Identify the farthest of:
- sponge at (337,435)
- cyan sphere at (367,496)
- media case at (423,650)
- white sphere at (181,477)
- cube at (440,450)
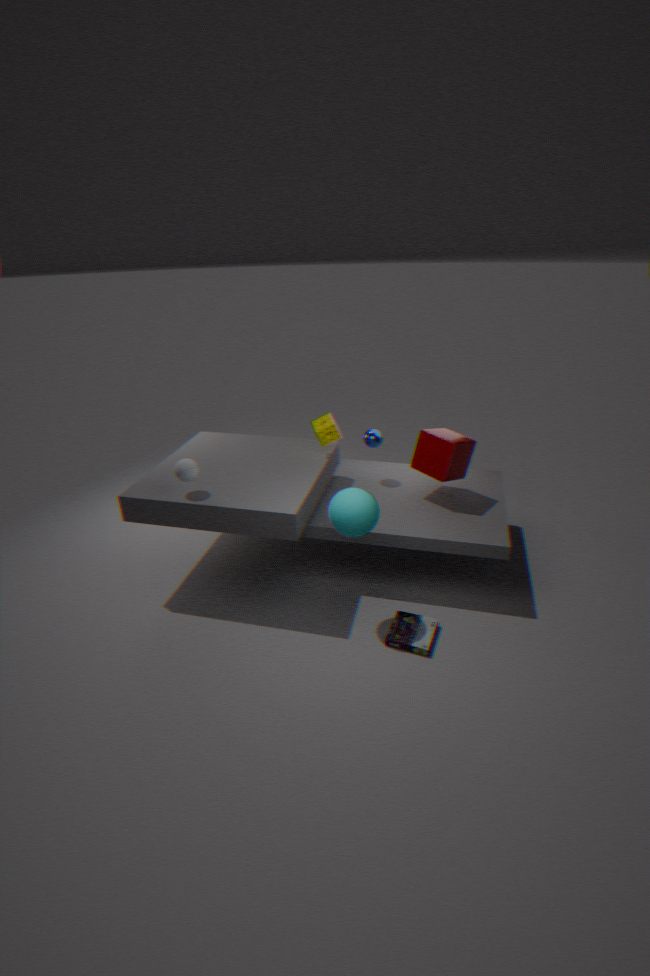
sponge at (337,435)
